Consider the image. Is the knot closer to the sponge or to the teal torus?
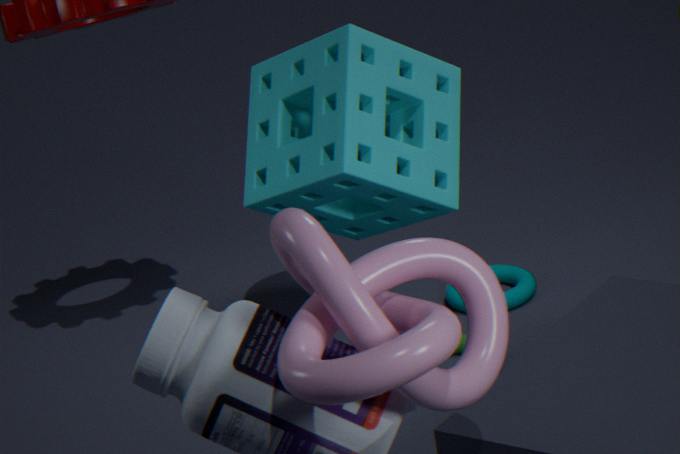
the sponge
